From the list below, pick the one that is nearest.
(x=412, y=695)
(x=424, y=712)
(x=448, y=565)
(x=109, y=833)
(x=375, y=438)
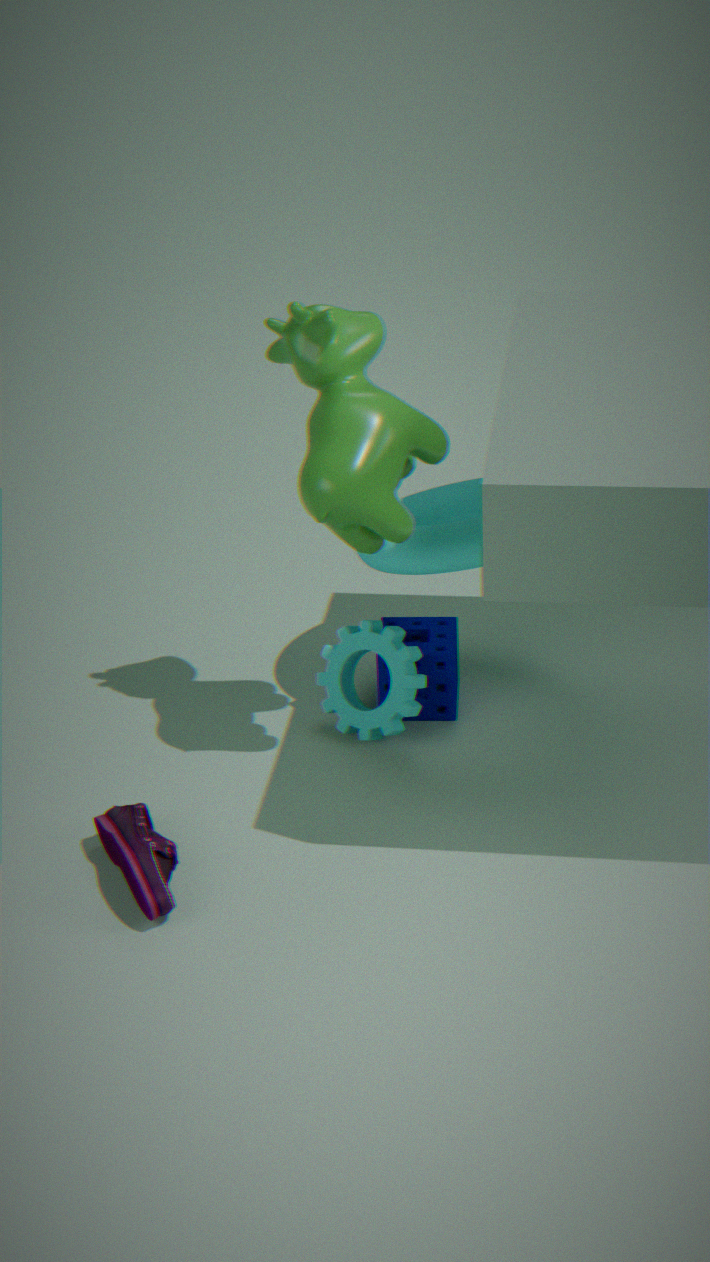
(x=375, y=438)
